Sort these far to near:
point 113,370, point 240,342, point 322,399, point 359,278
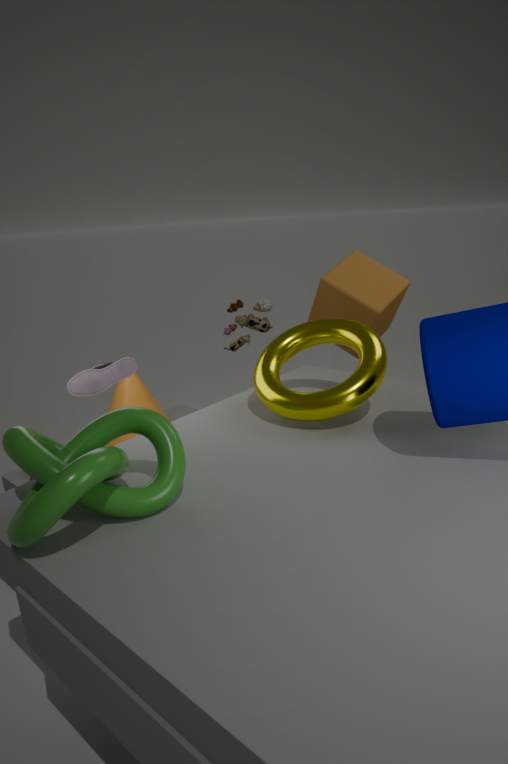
point 240,342, point 359,278, point 113,370, point 322,399
